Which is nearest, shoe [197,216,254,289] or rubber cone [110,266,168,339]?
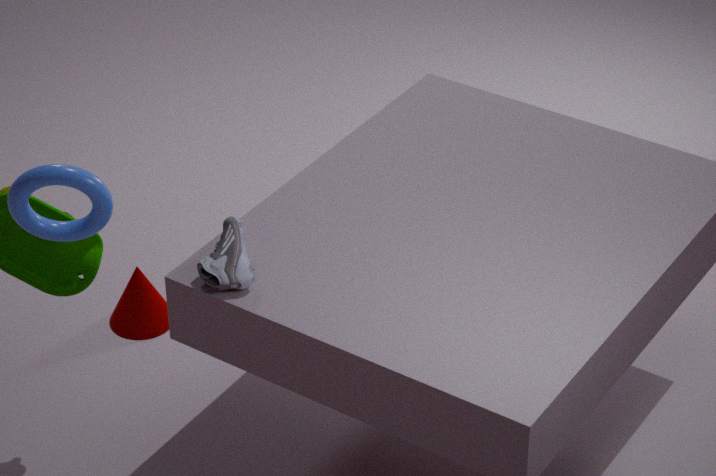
shoe [197,216,254,289]
